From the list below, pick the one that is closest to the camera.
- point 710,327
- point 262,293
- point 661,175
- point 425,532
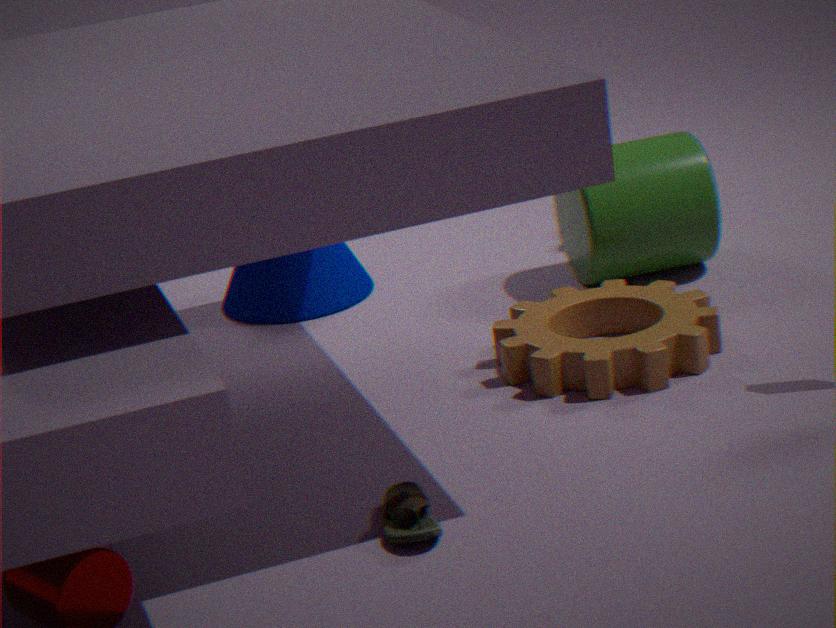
point 425,532
